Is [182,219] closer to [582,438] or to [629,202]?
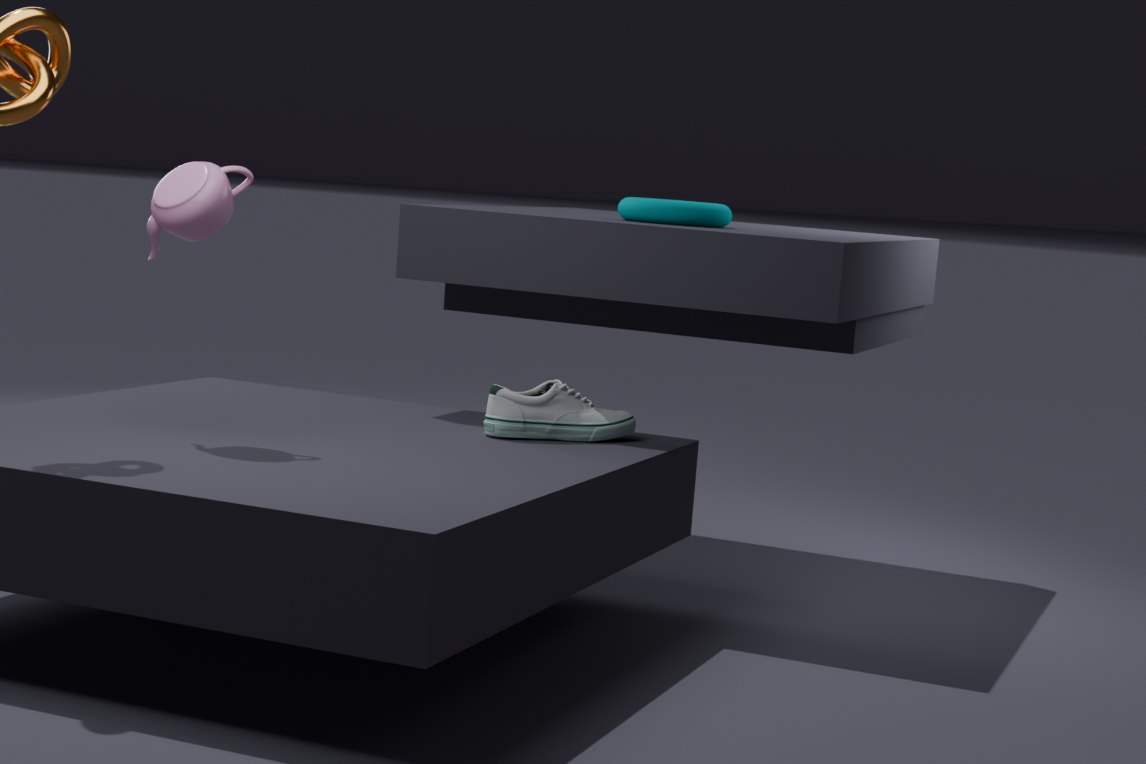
[582,438]
